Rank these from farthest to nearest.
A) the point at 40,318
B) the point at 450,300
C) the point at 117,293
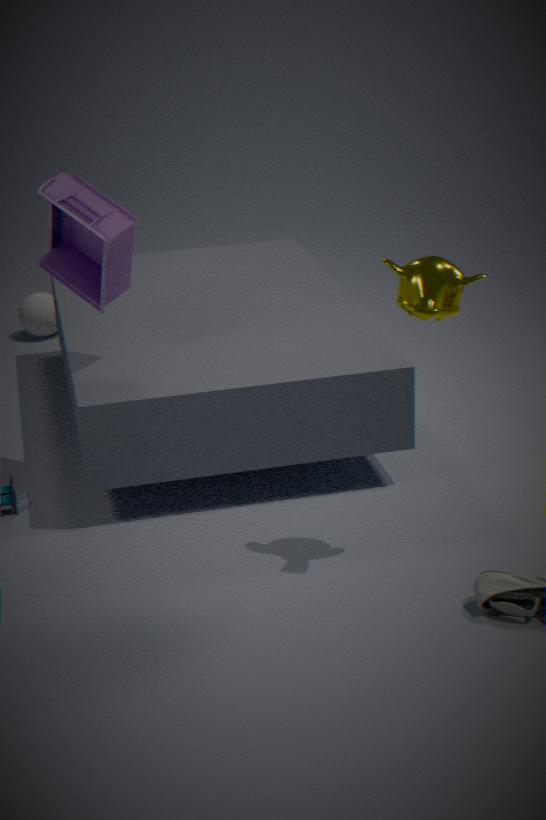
the point at 40,318 → the point at 117,293 → the point at 450,300
